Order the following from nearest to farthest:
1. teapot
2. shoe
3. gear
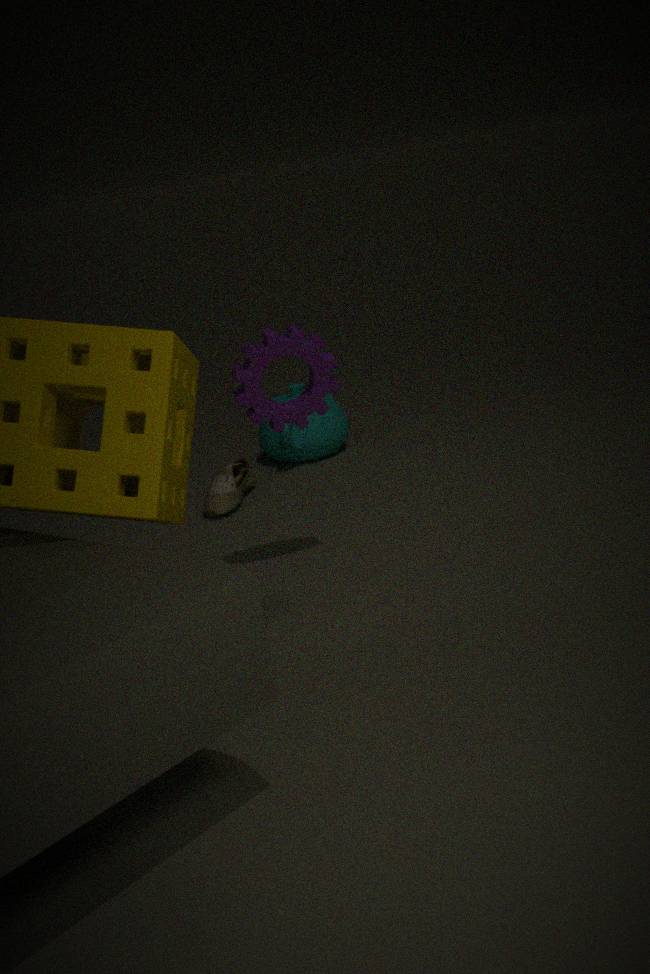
1. gear
2. shoe
3. teapot
